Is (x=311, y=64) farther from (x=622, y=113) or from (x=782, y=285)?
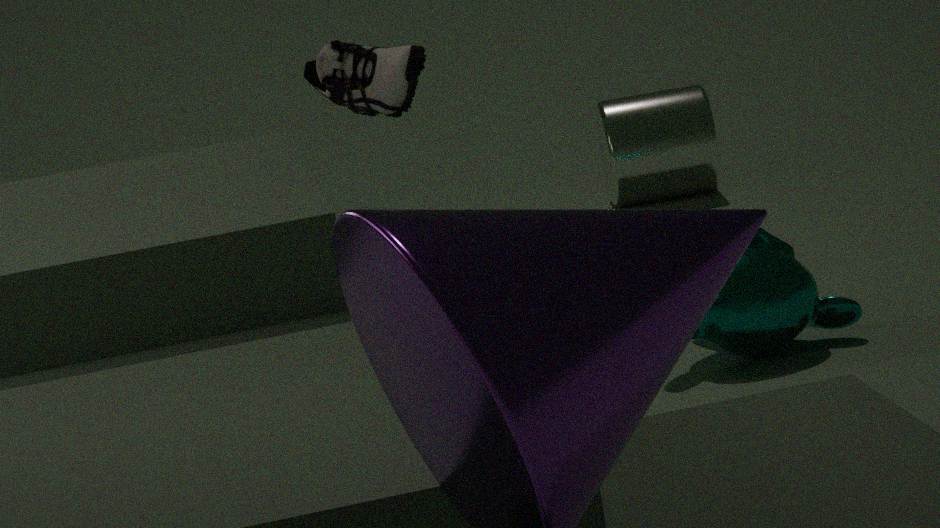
(x=622, y=113)
